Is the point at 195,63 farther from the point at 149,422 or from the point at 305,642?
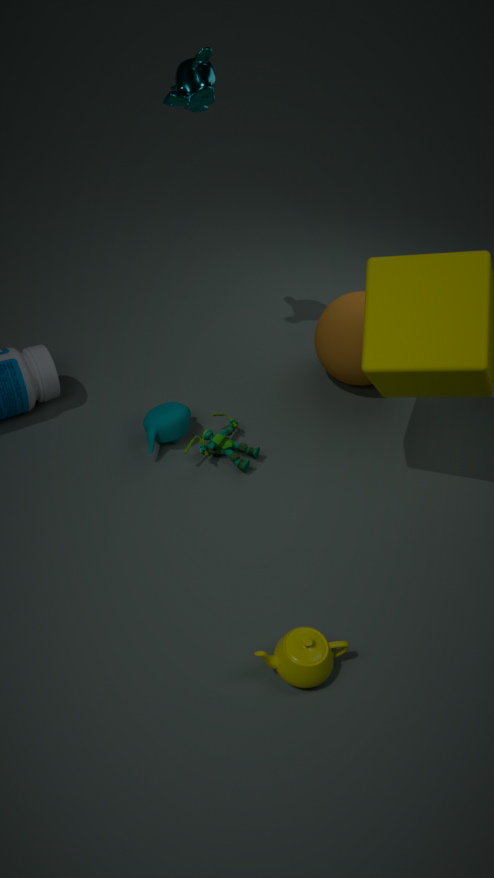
the point at 305,642
